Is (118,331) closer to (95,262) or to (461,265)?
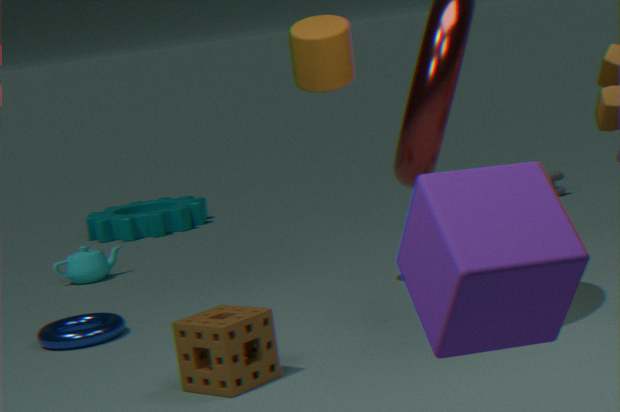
(95,262)
